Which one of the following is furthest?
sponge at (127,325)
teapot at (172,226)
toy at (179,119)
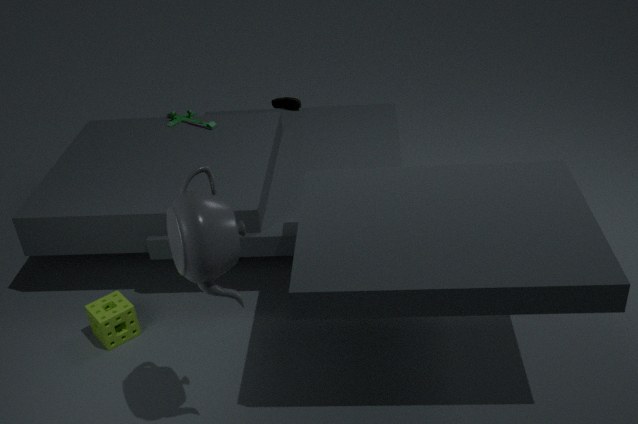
toy at (179,119)
